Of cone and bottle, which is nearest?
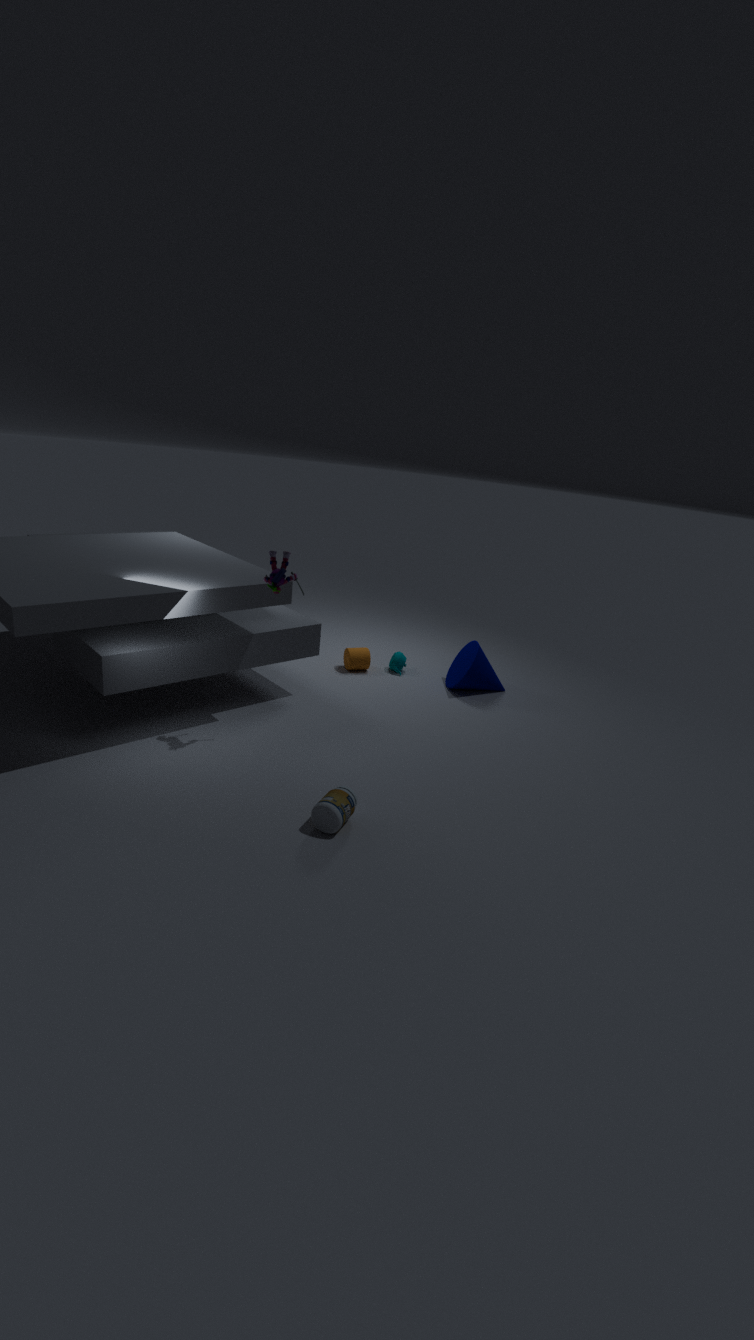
bottle
